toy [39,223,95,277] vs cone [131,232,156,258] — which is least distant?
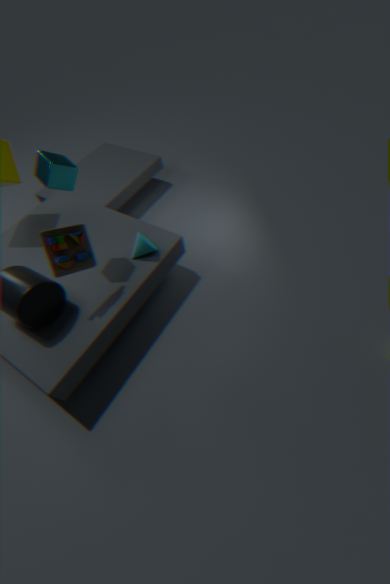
toy [39,223,95,277]
